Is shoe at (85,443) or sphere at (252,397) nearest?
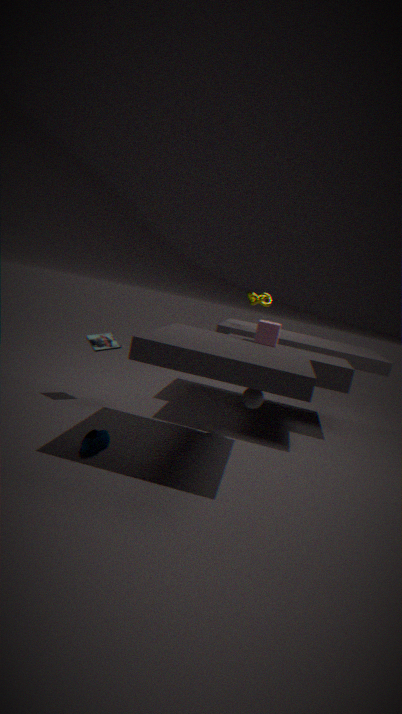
shoe at (85,443)
